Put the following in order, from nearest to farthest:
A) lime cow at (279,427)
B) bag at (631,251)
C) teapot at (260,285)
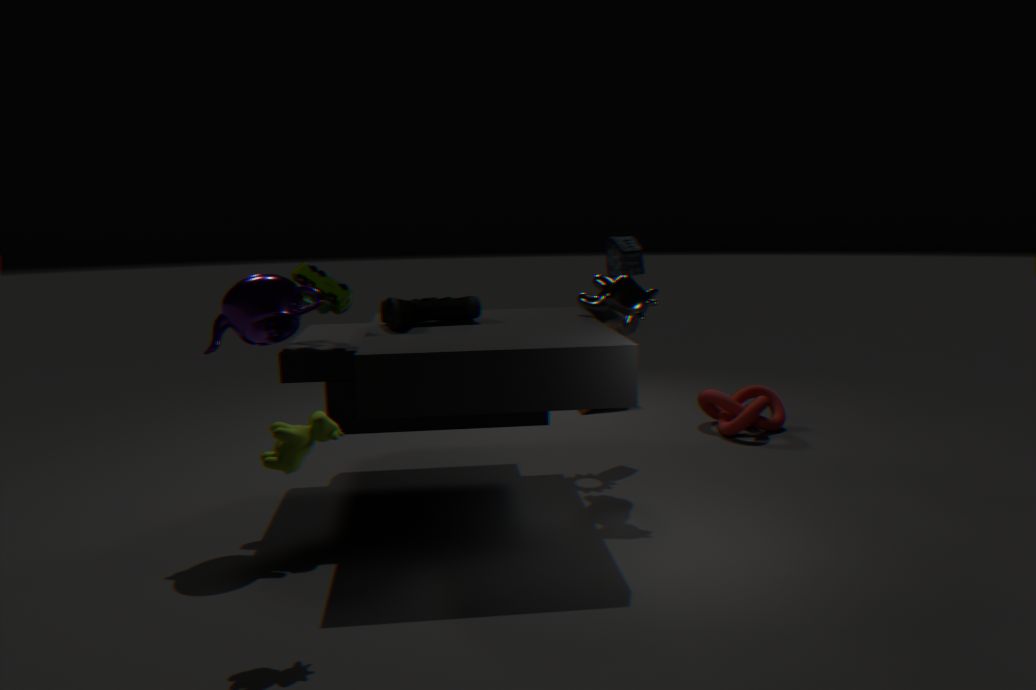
1. lime cow at (279,427)
2. teapot at (260,285)
3. bag at (631,251)
